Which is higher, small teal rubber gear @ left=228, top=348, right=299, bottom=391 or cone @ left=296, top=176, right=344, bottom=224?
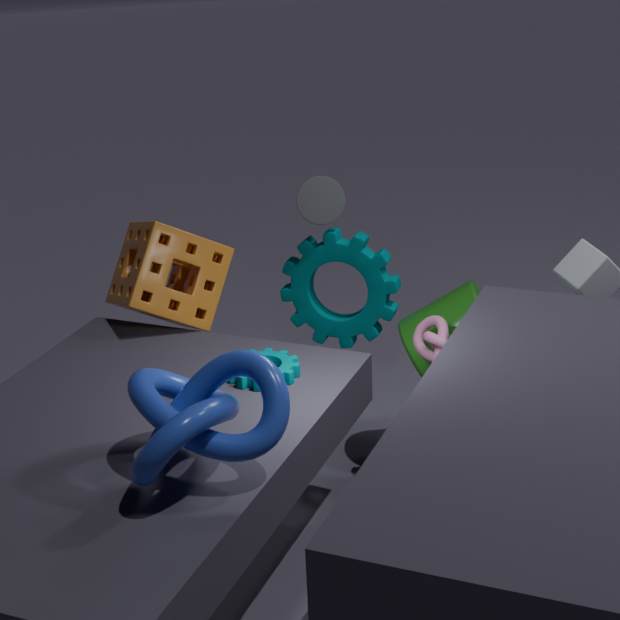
cone @ left=296, top=176, right=344, bottom=224
